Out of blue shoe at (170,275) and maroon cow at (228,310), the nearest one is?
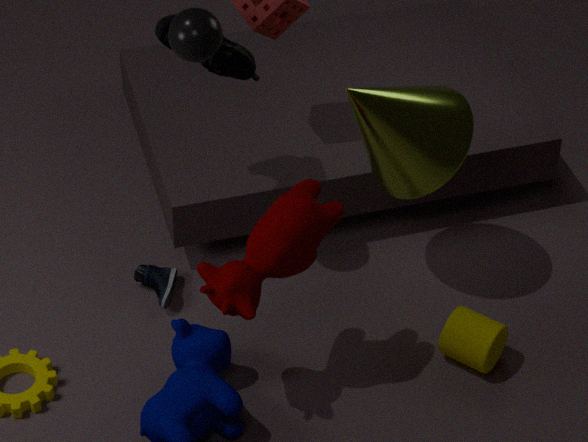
maroon cow at (228,310)
